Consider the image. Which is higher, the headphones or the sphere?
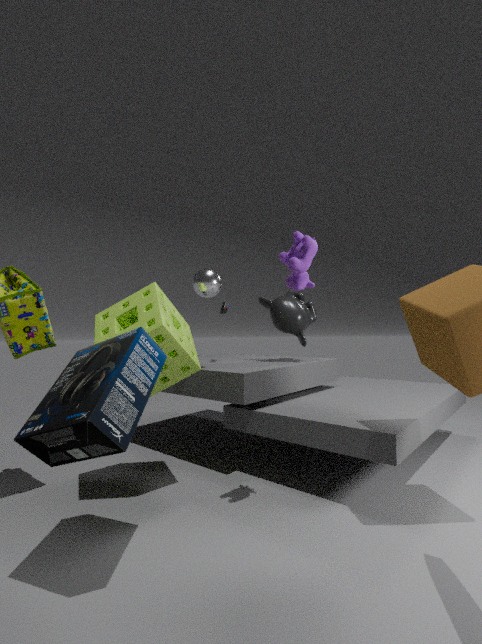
the sphere
